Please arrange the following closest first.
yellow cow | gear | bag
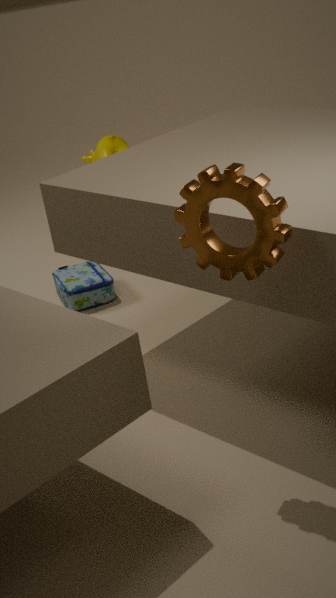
1. gear
2. bag
3. yellow cow
